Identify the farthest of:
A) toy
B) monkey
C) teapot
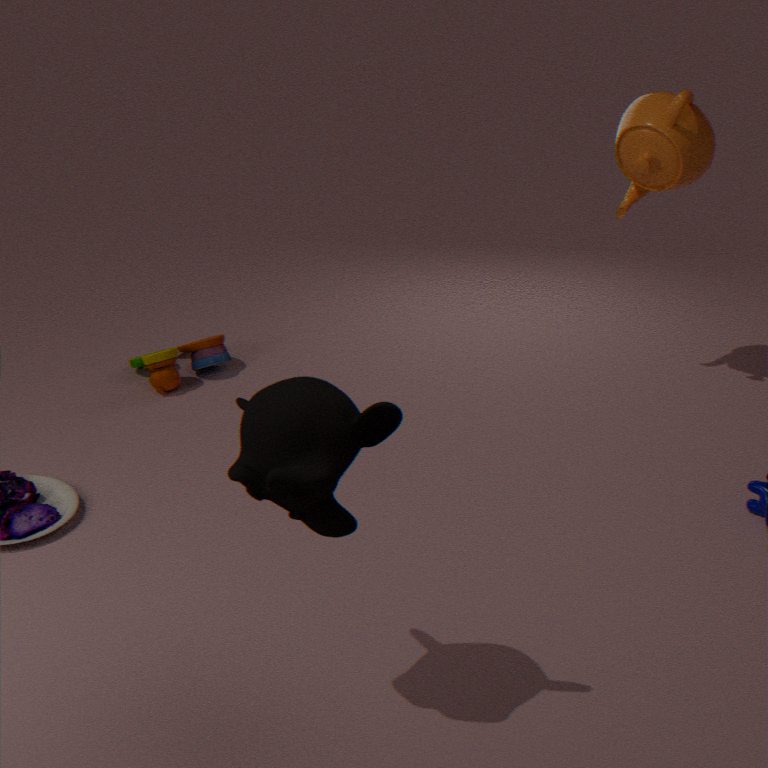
toy
